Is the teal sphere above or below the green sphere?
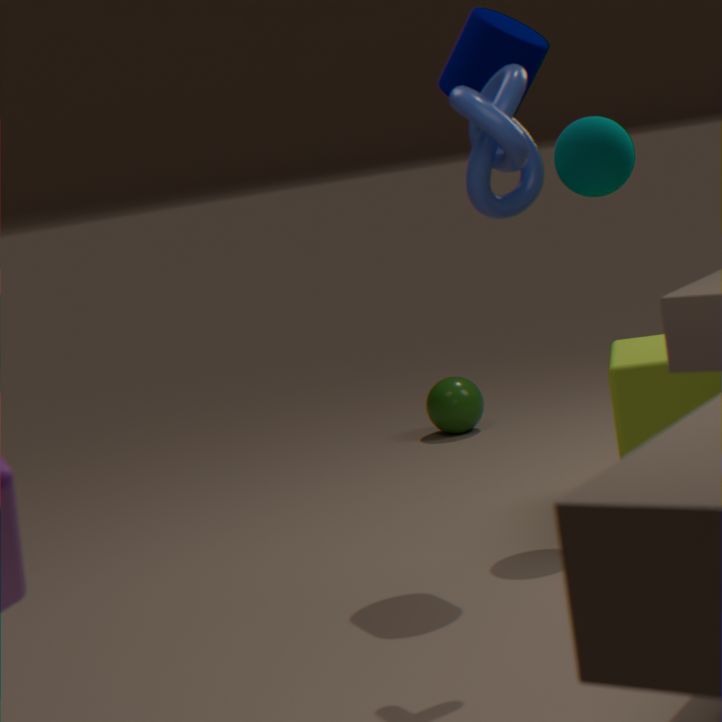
above
